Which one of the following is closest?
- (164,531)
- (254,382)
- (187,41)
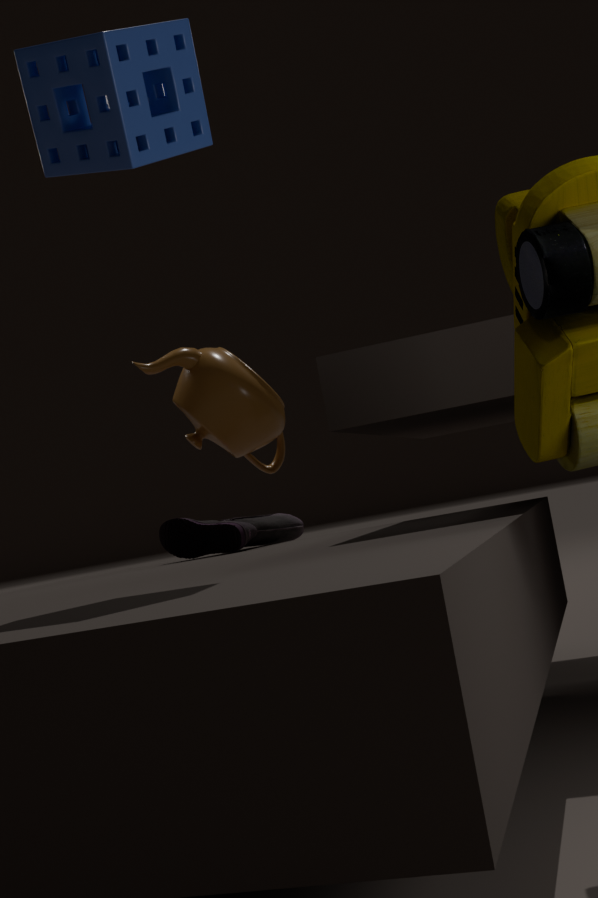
(187,41)
